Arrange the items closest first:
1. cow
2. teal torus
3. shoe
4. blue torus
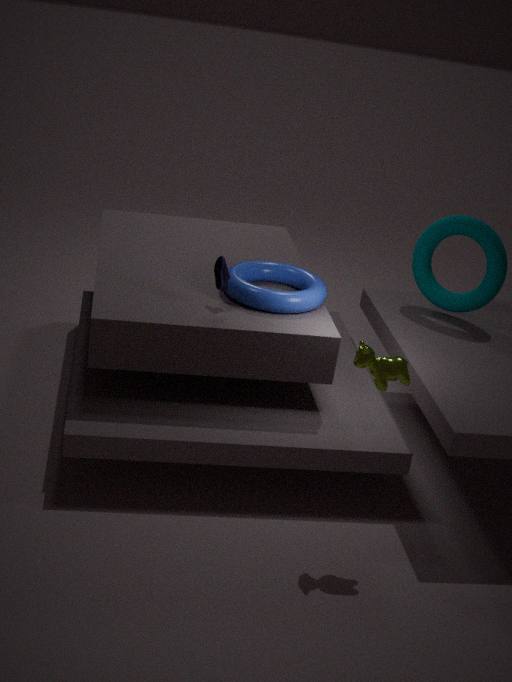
cow
shoe
blue torus
teal torus
